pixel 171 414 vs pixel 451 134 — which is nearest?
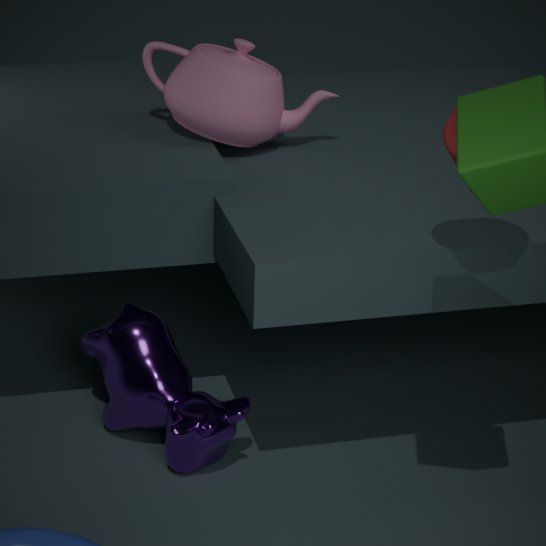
pixel 451 134
